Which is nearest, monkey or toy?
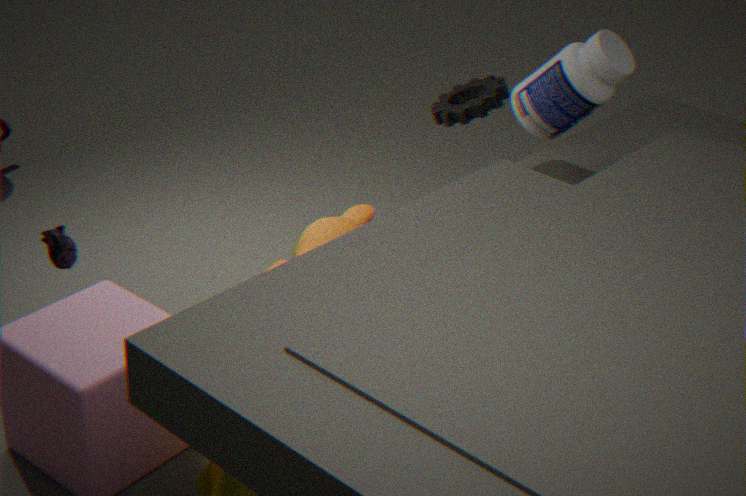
toy
